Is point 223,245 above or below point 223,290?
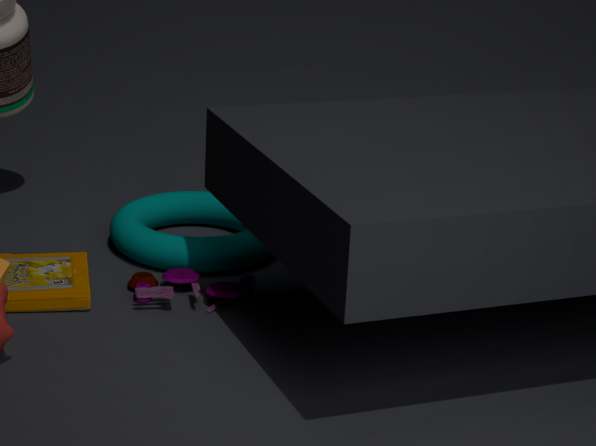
above
